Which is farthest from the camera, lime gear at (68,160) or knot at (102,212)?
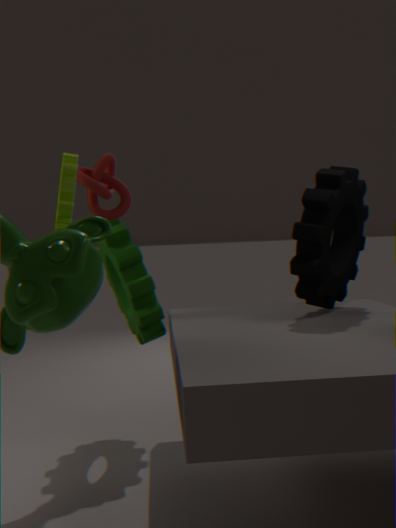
knot at (102,212)
